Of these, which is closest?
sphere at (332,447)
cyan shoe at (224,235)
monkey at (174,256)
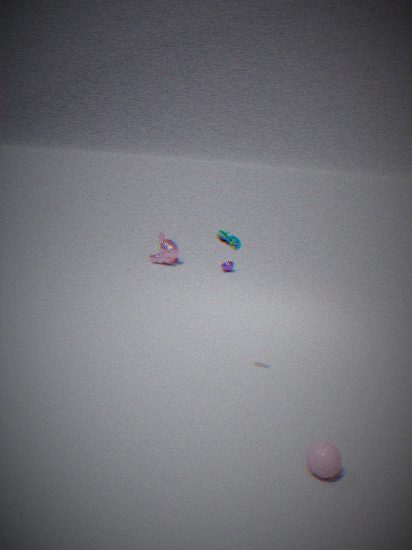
sphere at (332,447)
